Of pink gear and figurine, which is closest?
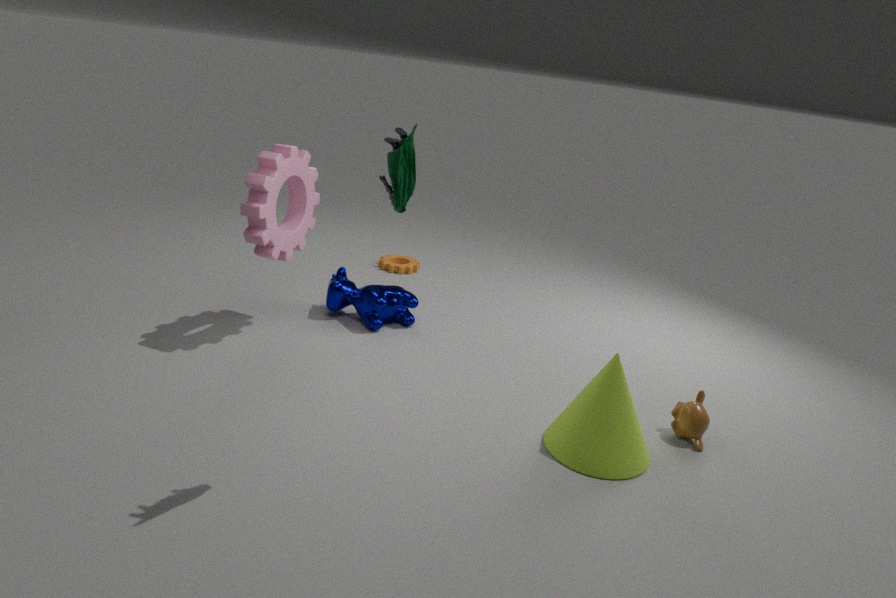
figurine
